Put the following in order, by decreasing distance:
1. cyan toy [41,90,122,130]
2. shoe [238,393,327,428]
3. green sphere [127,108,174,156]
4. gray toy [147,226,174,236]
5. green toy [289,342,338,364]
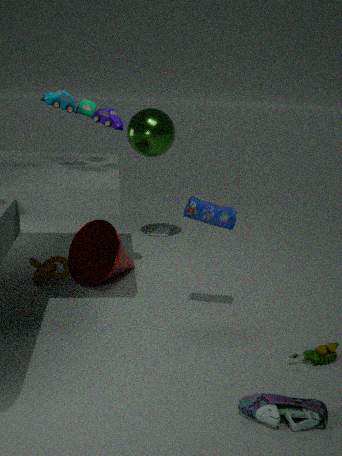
gray toy [147,226,174,236], green sphere [127,108,174,156], cyan toy [41,90,122,130], green toy [289,342,338,364], shoe [238,393,327,428]
